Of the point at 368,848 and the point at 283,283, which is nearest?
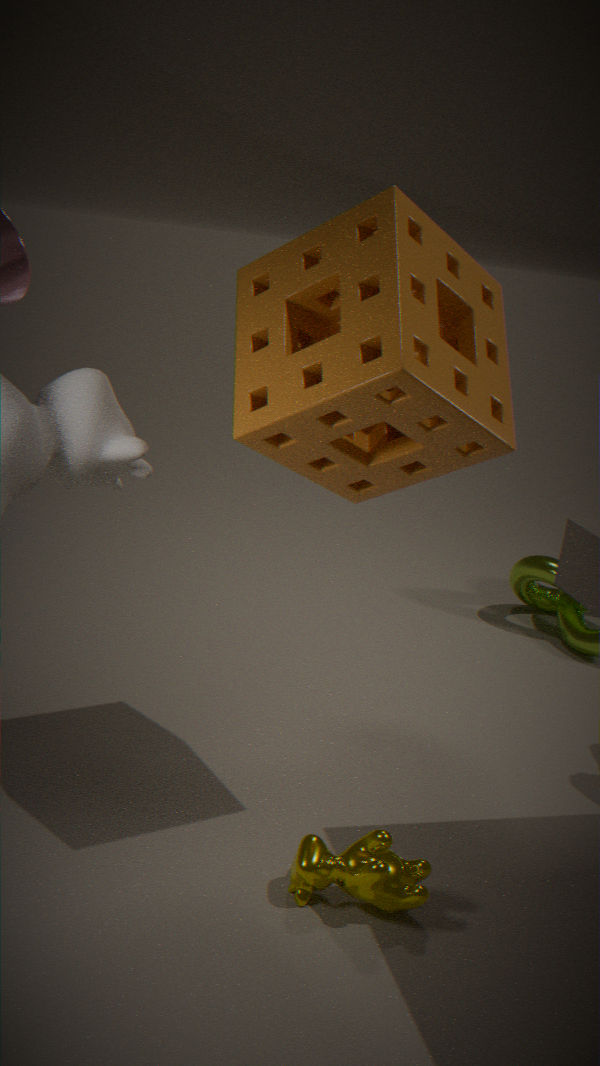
the point at 283,283
